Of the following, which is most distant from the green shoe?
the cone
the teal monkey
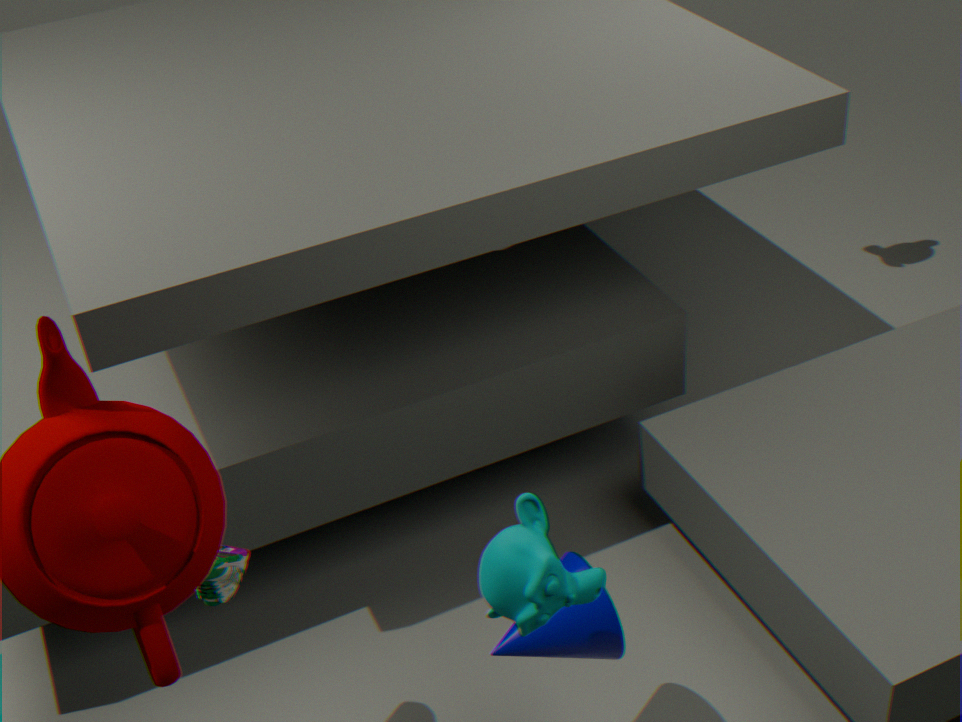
the cone
